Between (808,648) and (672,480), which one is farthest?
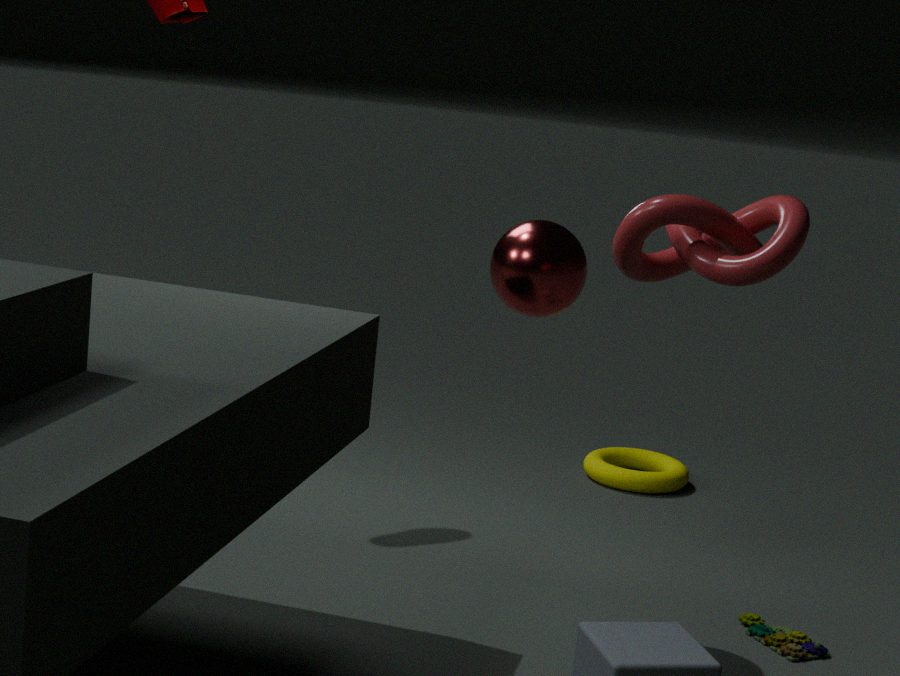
(672,480)
